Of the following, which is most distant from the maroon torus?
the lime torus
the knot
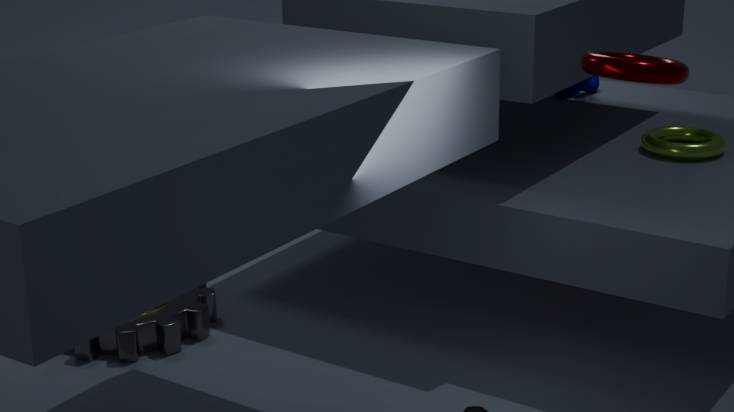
the knot
